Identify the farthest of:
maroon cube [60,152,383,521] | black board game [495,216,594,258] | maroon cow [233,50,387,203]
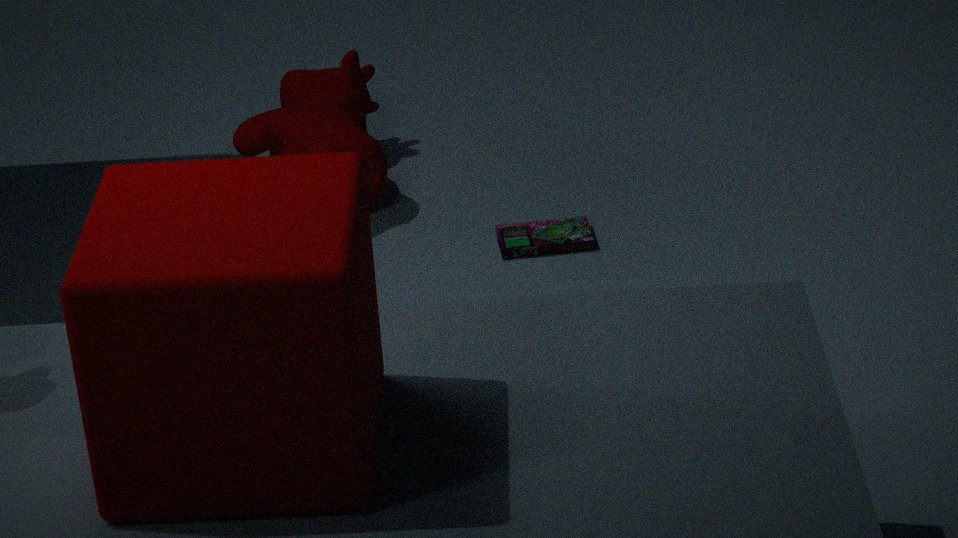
maroon cow [233,50,387,203]
